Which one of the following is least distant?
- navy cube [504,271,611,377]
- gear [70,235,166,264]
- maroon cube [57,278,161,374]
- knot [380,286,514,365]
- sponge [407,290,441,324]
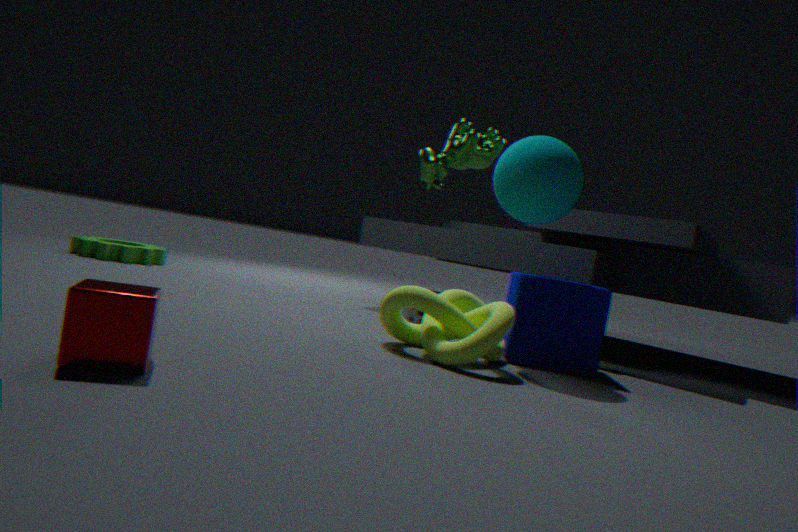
maroon cube [57,278,161,374]
